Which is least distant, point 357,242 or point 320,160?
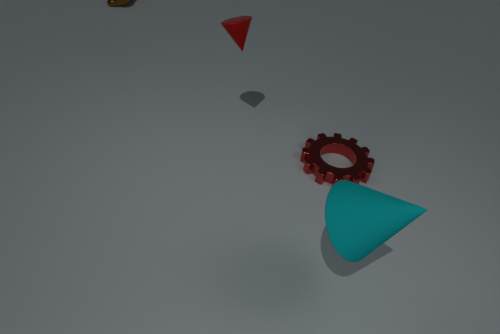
point 357,242
